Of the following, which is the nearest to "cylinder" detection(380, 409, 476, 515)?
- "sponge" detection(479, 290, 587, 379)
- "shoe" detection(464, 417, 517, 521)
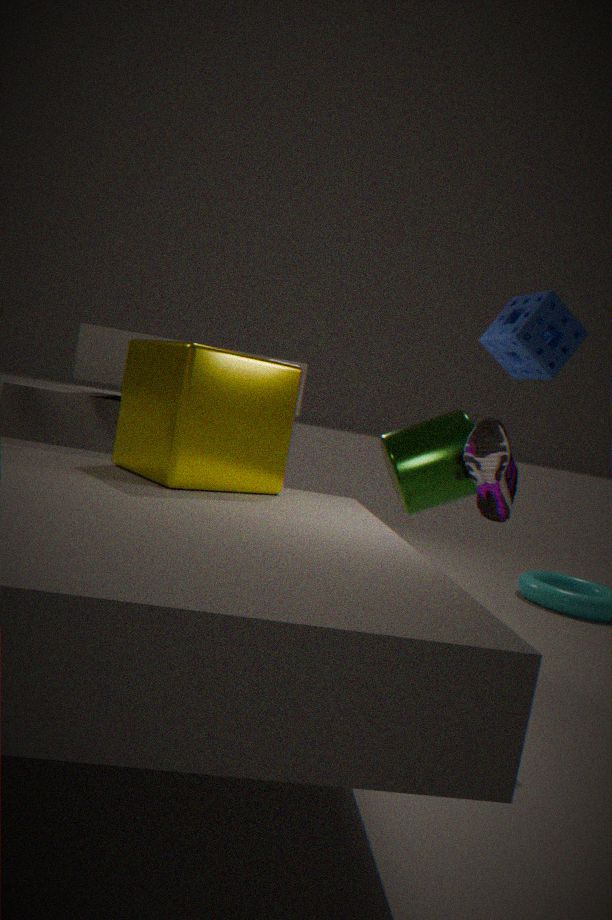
"shoe" detection(464, 417, 517, 521)
